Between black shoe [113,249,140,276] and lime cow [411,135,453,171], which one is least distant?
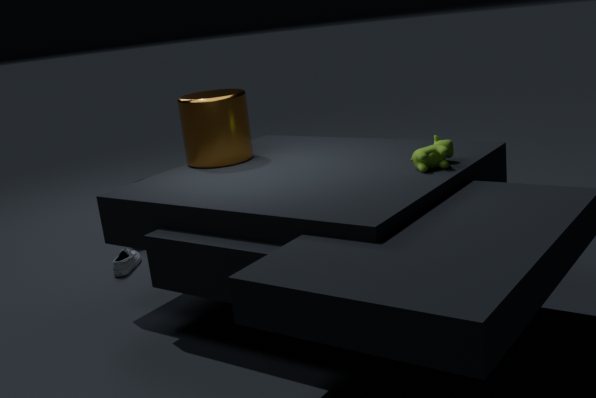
lime cow [411,135,453,171]
